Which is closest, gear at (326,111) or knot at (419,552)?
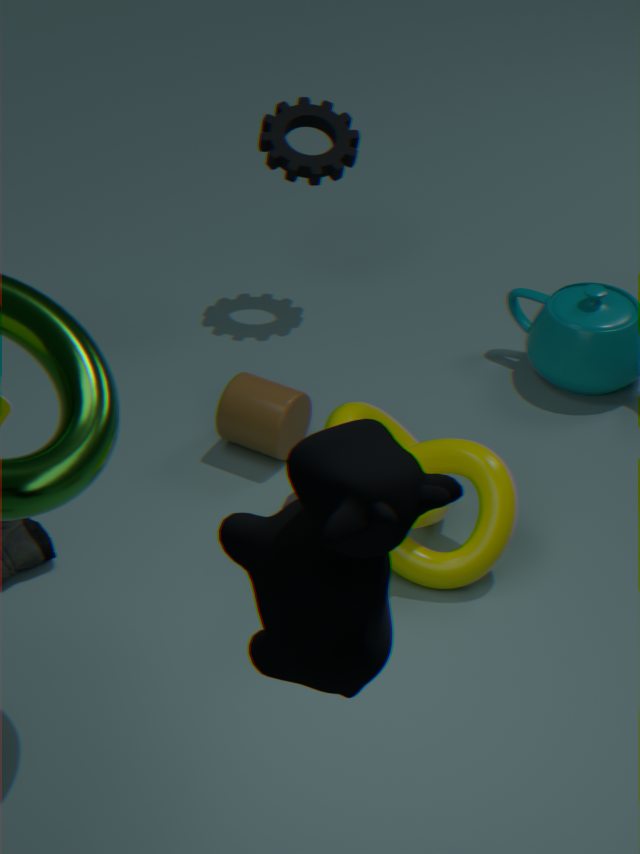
knot at (419,552)
